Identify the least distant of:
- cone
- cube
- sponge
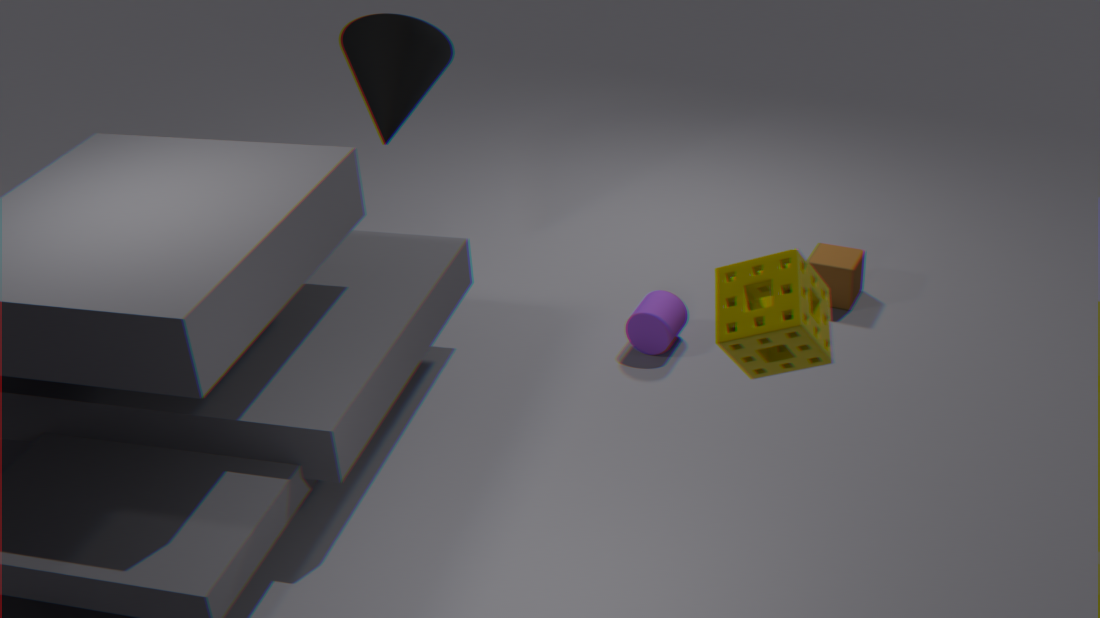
sponge
